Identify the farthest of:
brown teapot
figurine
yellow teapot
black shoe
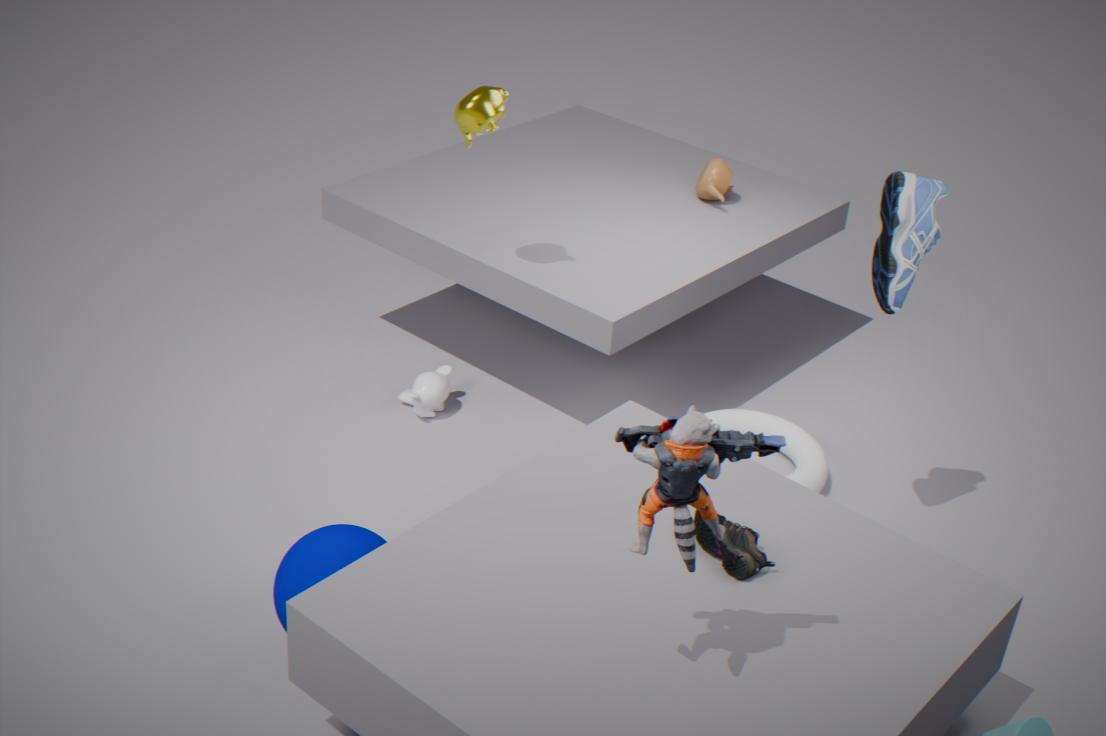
brown teapot
